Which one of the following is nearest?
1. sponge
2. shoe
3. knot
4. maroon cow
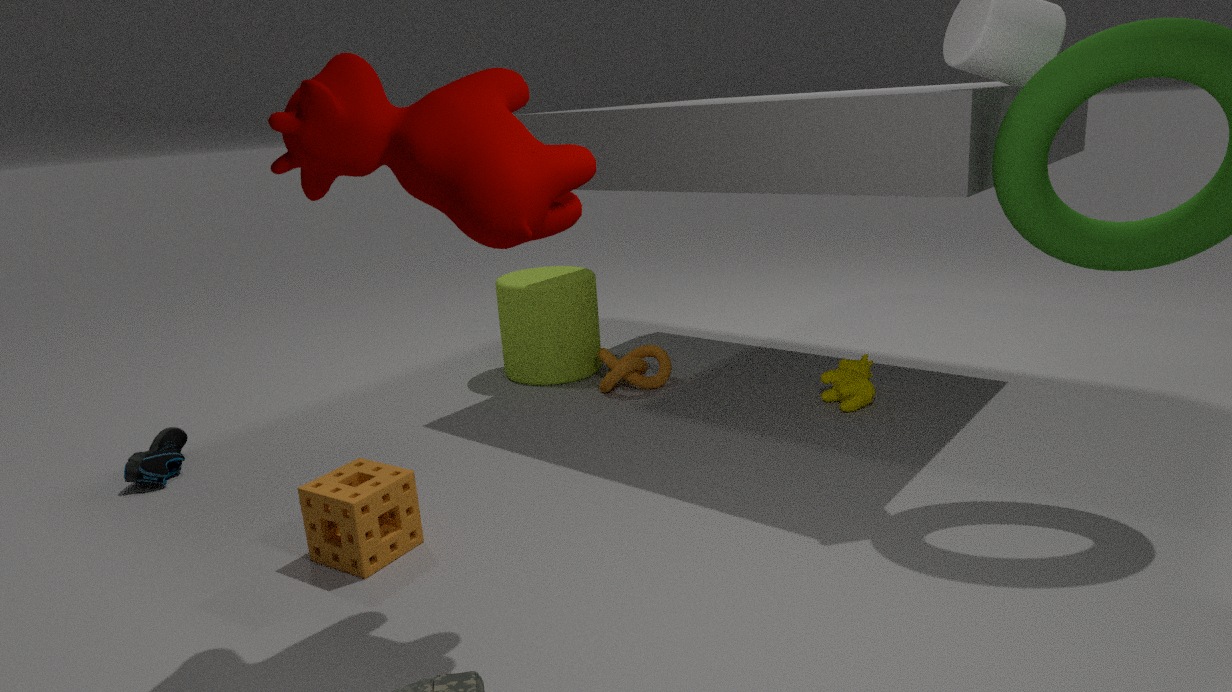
maroon cow
